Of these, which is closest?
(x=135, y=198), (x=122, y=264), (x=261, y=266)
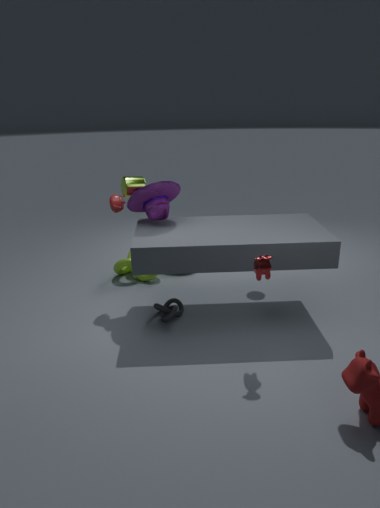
(x=261, y=266)
